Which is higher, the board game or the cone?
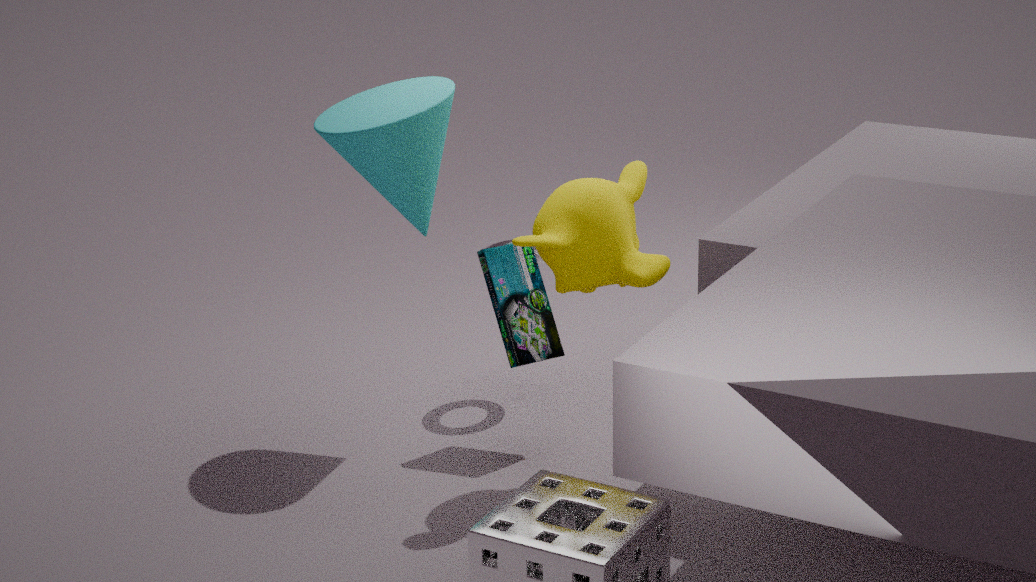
the cone
